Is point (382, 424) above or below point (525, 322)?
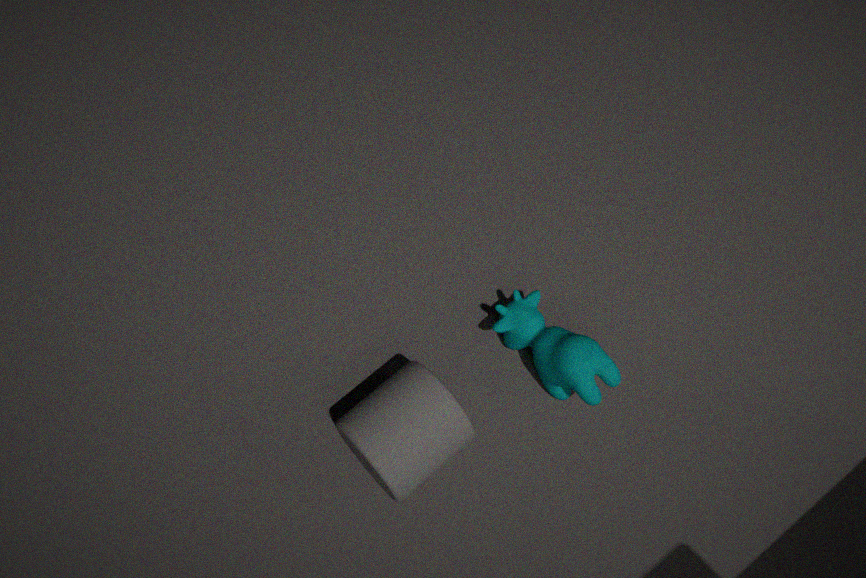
above
